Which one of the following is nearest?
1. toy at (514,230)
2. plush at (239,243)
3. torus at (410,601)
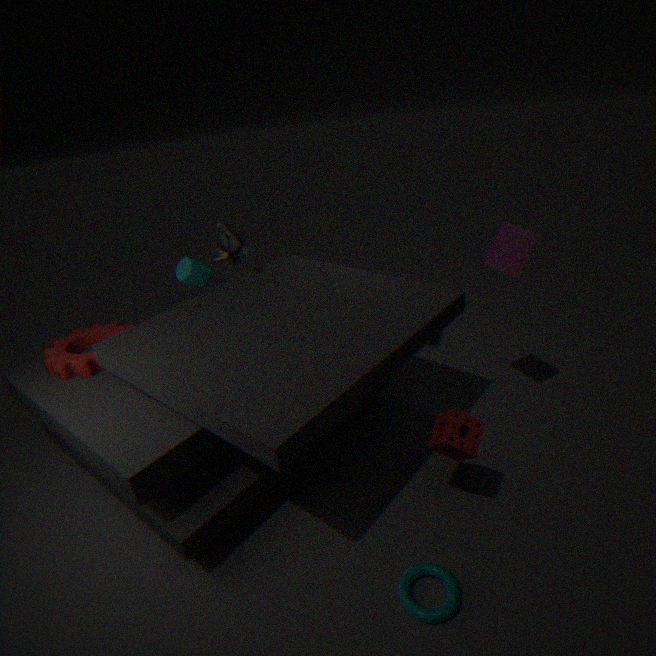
torus at (410,601)
